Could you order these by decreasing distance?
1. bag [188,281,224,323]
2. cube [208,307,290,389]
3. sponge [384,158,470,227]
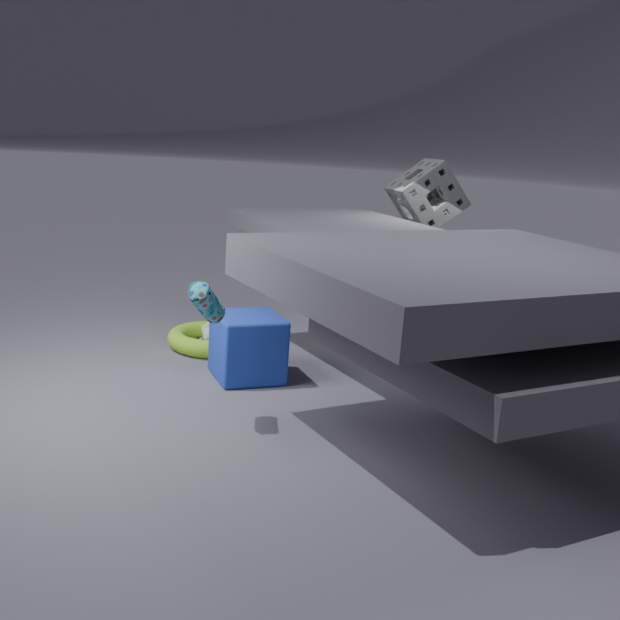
sponge [384,158,470,227] < cube [208,307,290,389] < bag [188,281,224,323]
